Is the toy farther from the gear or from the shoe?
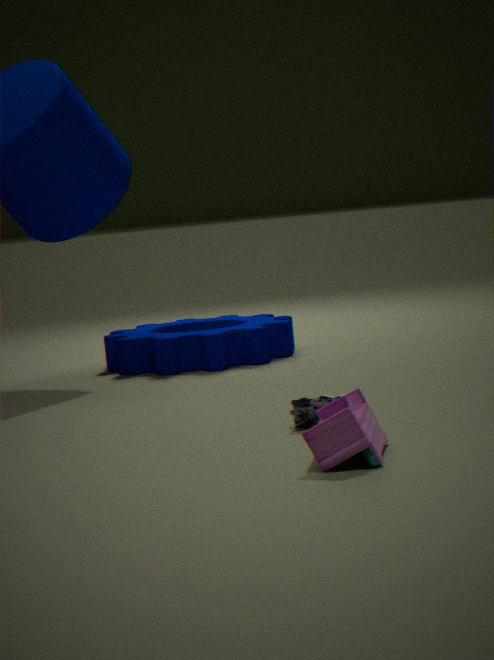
the gear
